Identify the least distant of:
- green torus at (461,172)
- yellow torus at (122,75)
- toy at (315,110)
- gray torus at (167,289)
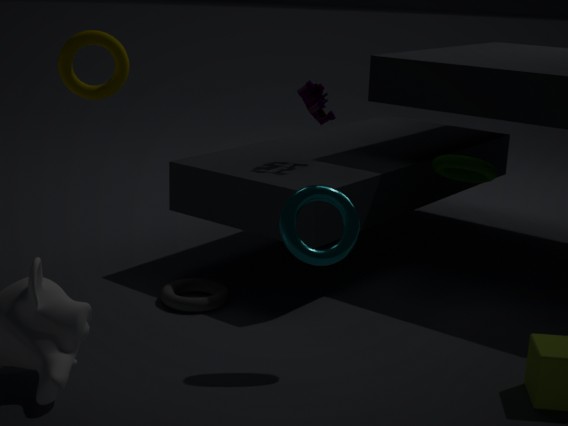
yellow torus at (122,75)
